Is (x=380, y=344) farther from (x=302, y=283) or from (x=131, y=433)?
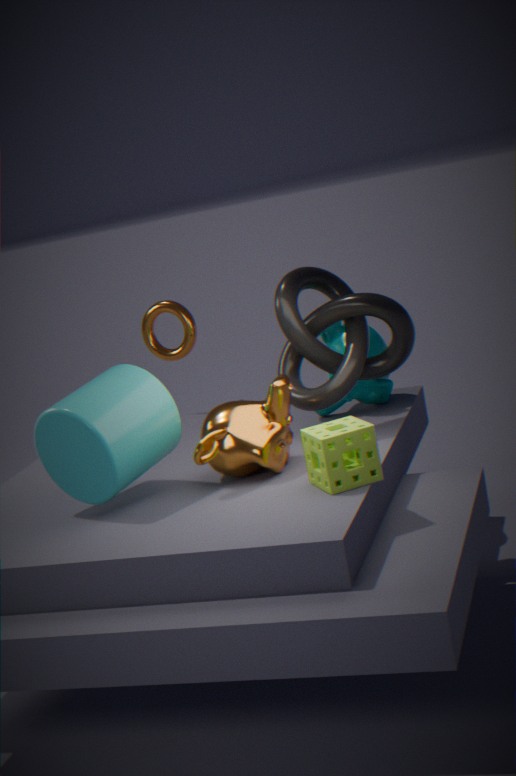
(x=131, y=433)
